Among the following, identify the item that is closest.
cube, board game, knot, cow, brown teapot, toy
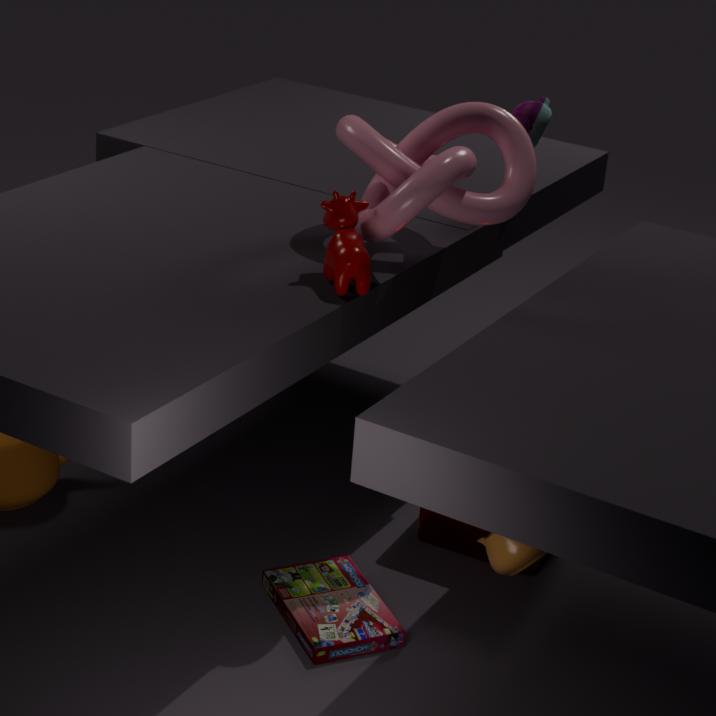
brown teapot
